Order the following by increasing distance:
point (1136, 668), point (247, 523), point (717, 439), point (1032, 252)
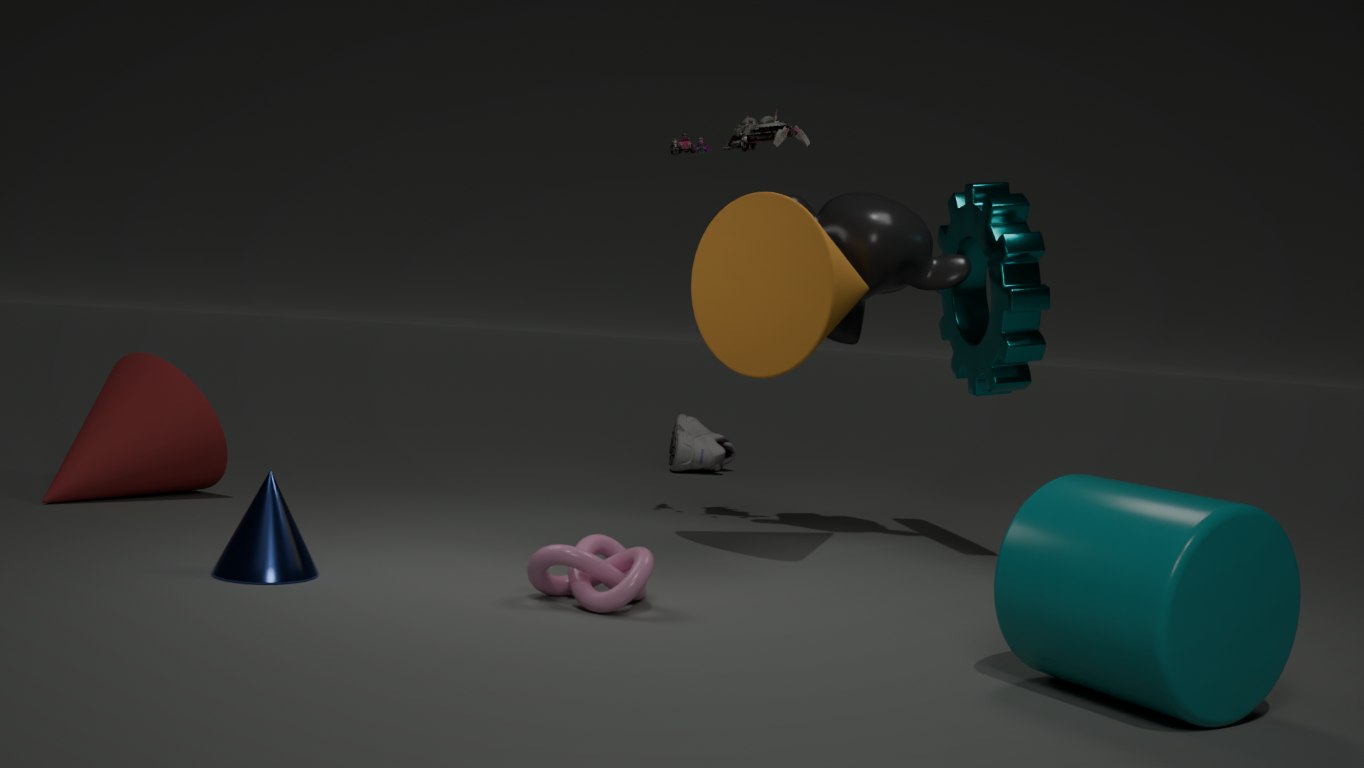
1. point (1136, 668)
2. point (247, 523)
3. point (1032, 252)
4. point (717, 439)
